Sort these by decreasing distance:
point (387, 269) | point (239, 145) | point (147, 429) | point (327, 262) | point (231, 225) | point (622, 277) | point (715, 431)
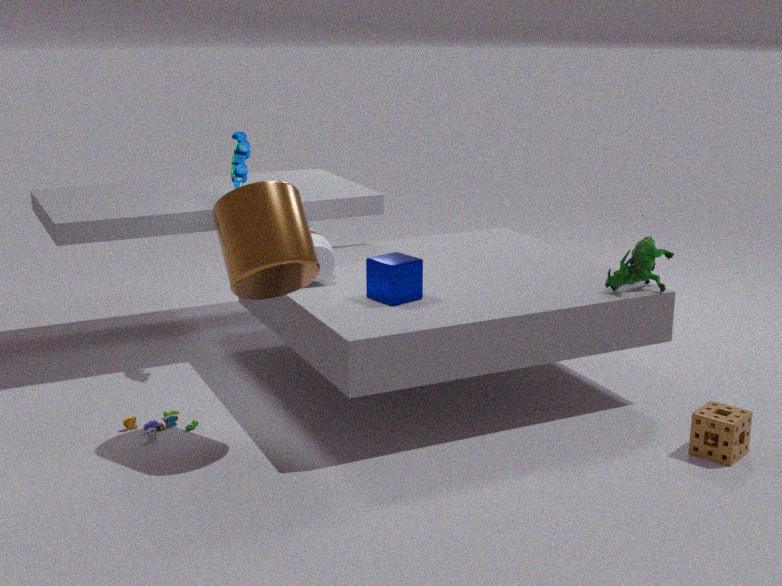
point (239, 145), point (327, 262), point (622, 277), point (147, 429), point (387, 269), point (715, 431), point (231, 225)
